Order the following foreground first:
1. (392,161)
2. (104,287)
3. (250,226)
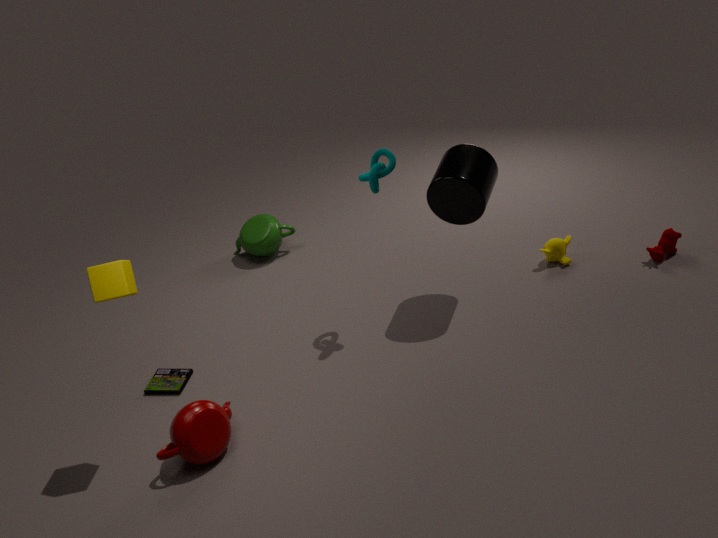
(104,287)
(392,161)
(250,226)
